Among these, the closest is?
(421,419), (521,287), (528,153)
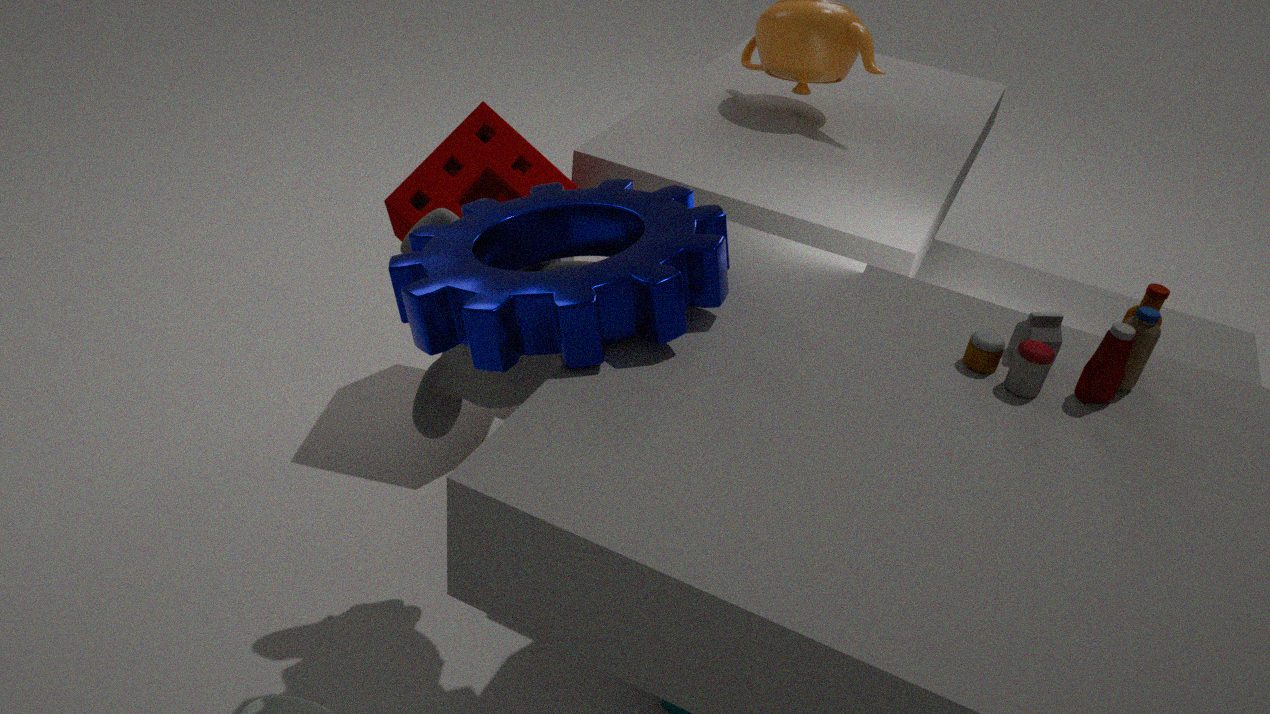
(521,287)
